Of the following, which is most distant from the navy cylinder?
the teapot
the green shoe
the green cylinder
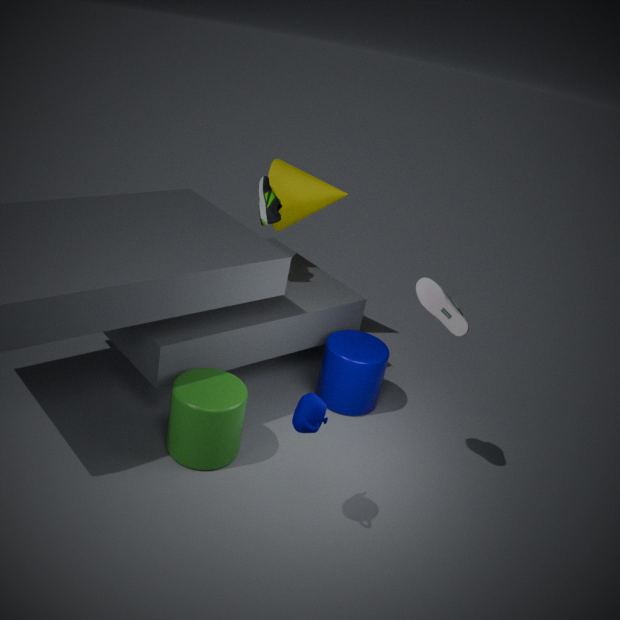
the teapot
